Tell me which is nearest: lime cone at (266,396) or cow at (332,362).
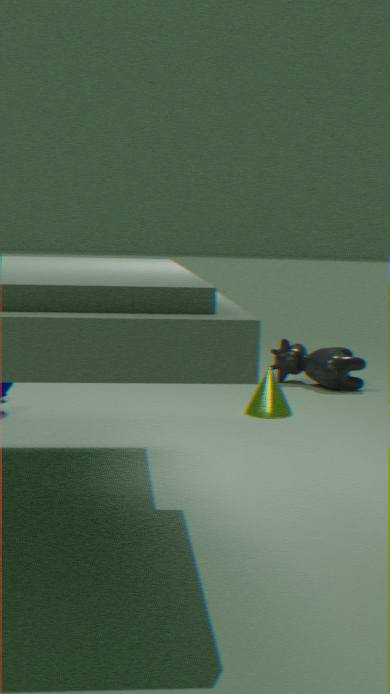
lime cone at (266,396)
